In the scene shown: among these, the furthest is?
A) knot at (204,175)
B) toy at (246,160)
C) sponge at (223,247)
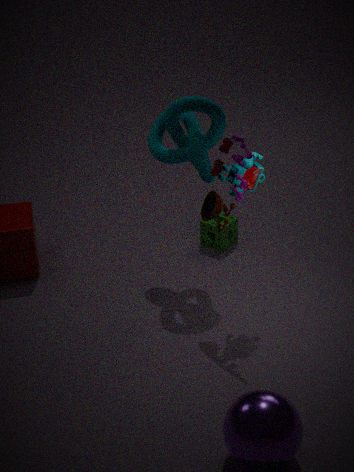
sponge at (223,247)
